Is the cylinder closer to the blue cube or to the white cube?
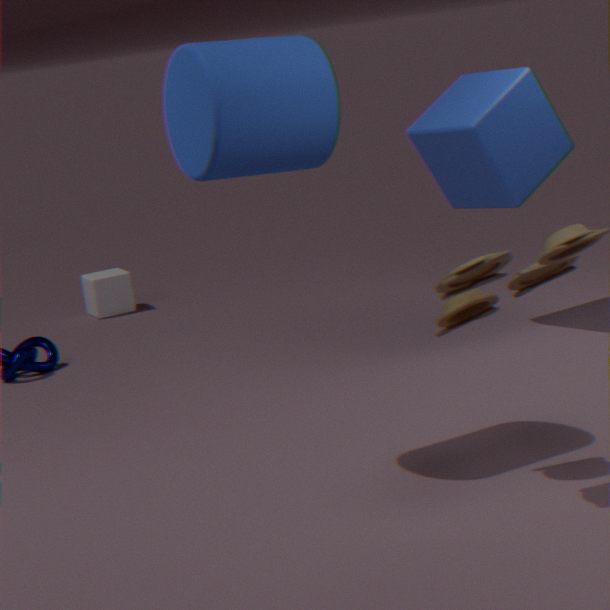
the blue cube
